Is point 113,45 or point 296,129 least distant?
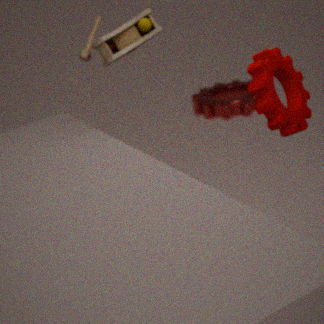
point 296,129
